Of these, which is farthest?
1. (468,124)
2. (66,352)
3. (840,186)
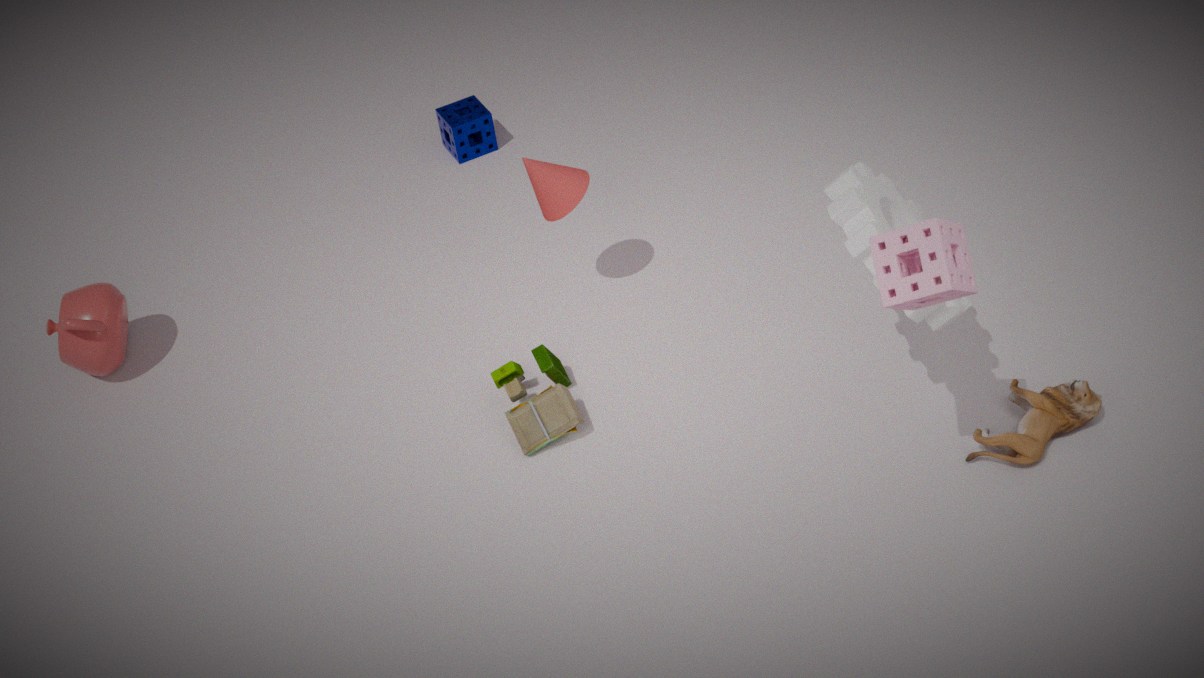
(468,124)
